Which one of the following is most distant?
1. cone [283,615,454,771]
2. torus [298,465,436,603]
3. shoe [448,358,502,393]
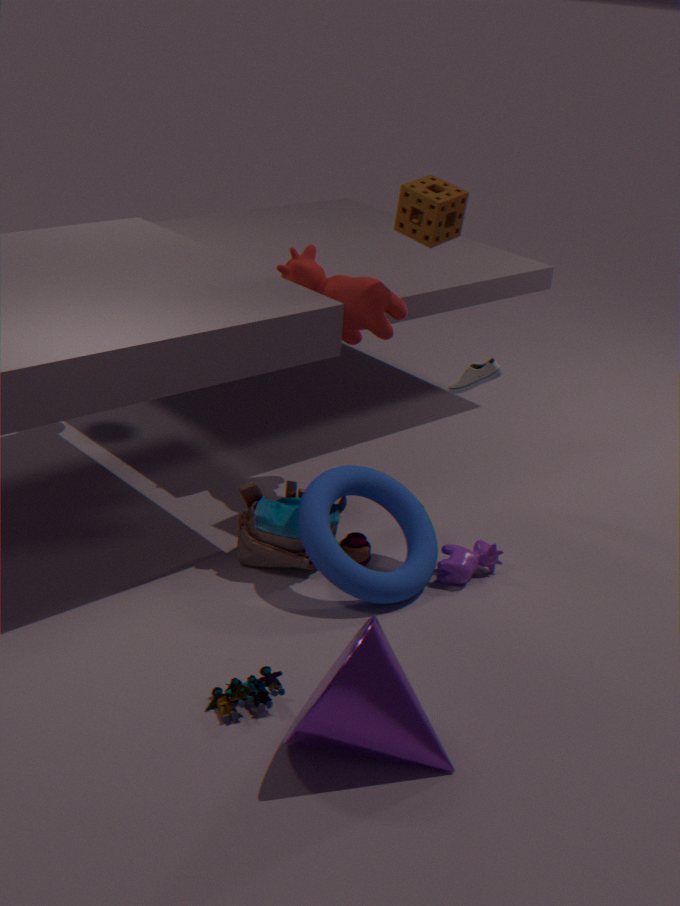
shoe [448,358,502,393]
